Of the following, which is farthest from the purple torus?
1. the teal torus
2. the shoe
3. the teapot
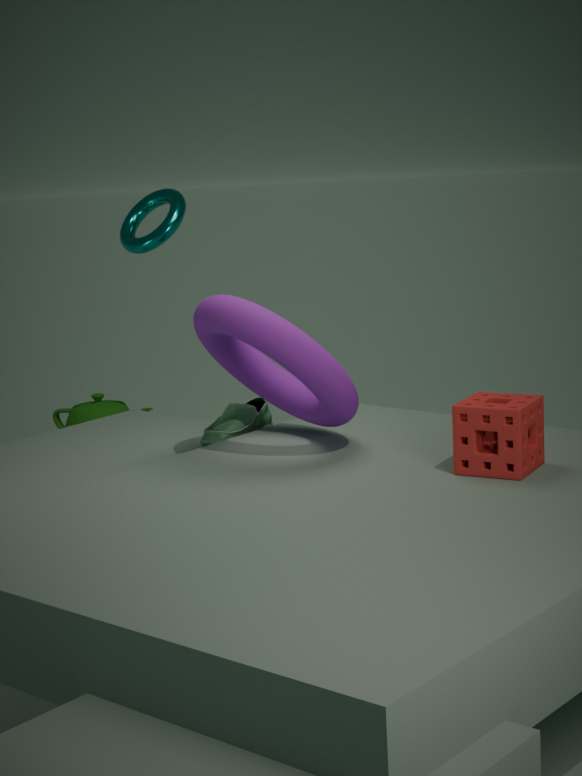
the teapot
